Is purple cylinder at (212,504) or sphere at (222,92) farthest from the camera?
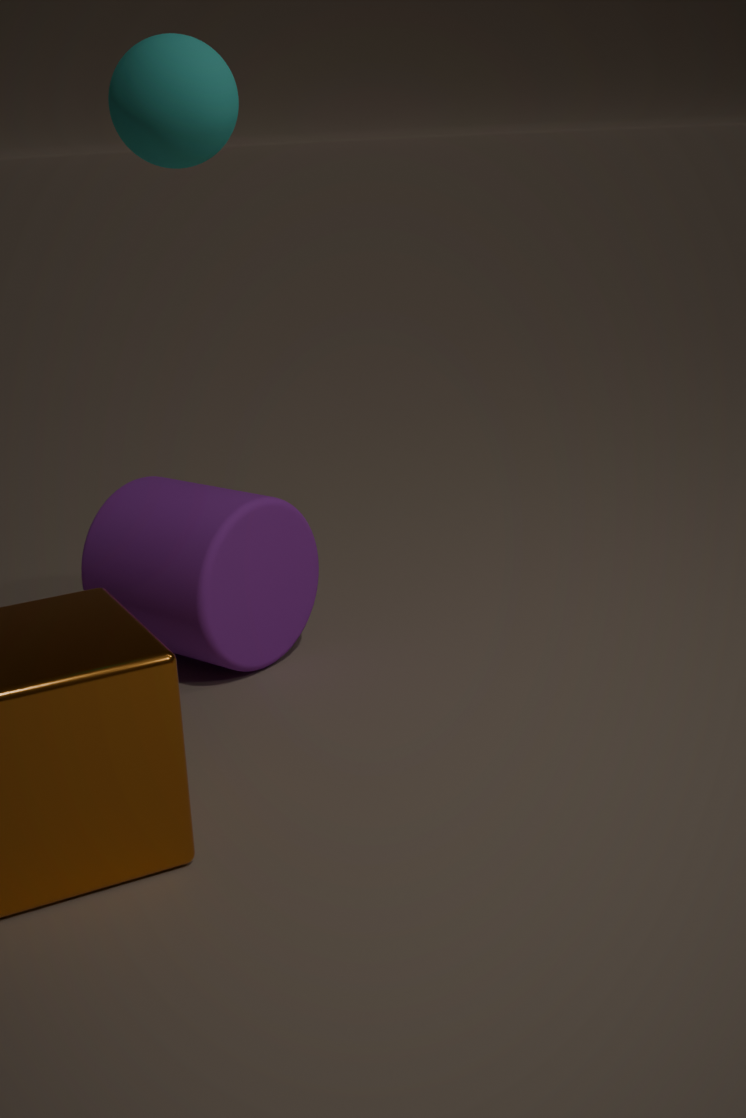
purple cylinder at (212,504)
